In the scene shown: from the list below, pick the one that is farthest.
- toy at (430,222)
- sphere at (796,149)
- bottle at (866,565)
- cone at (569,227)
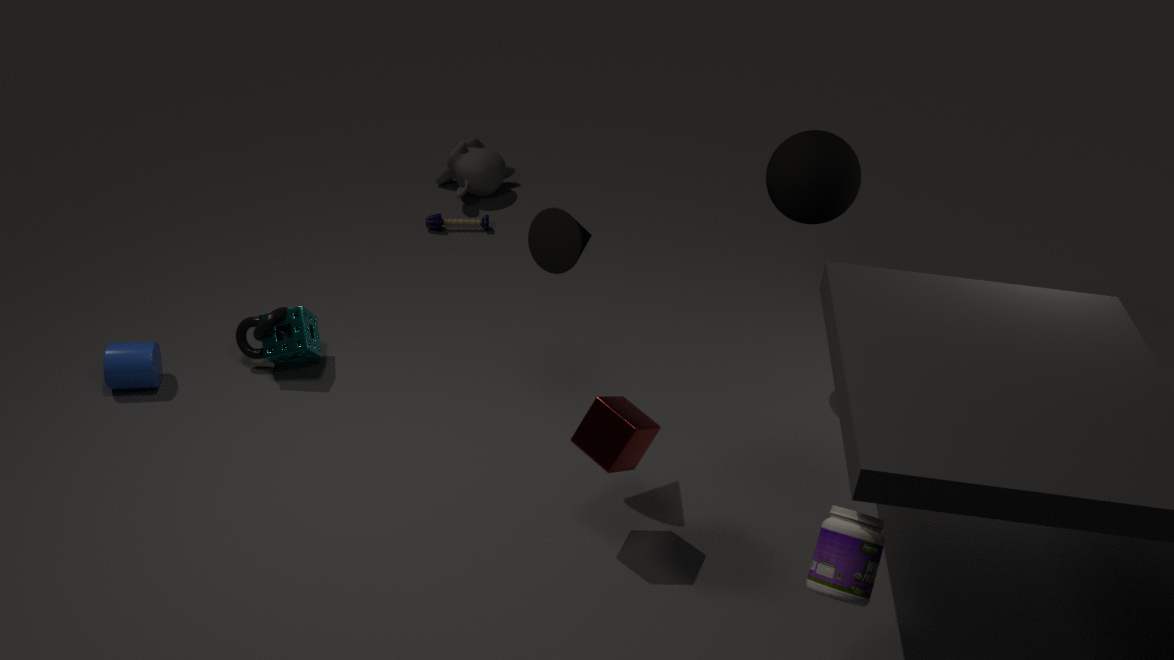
toy at (430,222)
